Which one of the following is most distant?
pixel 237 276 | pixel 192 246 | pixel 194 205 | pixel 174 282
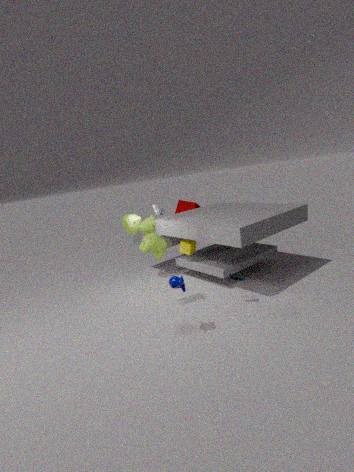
pixel 194 205
